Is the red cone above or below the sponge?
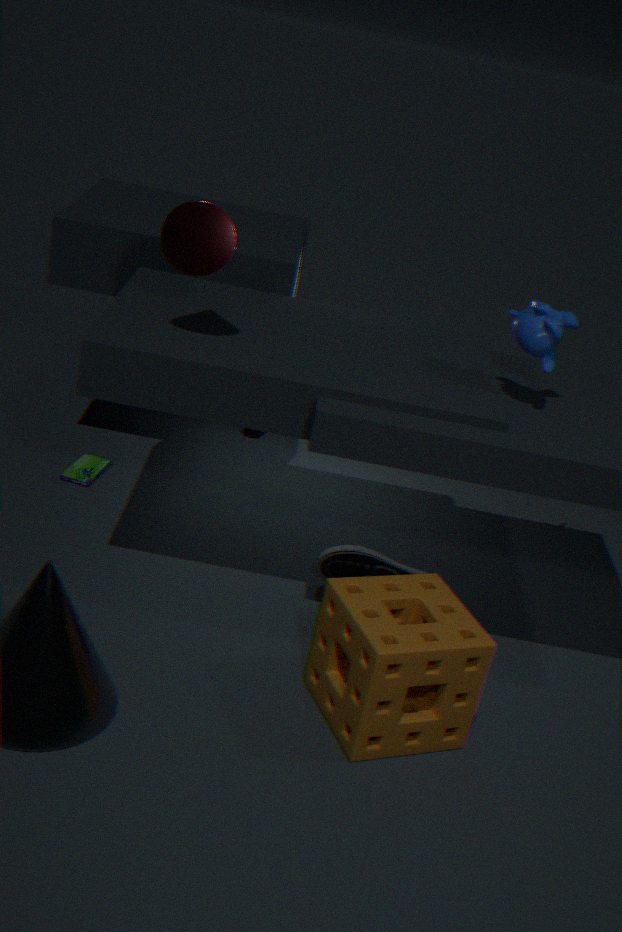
above
